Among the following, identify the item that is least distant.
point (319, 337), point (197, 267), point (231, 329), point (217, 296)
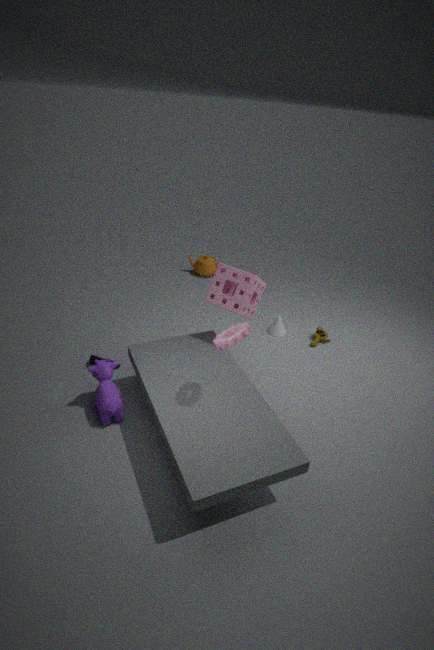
point (231, 329)
